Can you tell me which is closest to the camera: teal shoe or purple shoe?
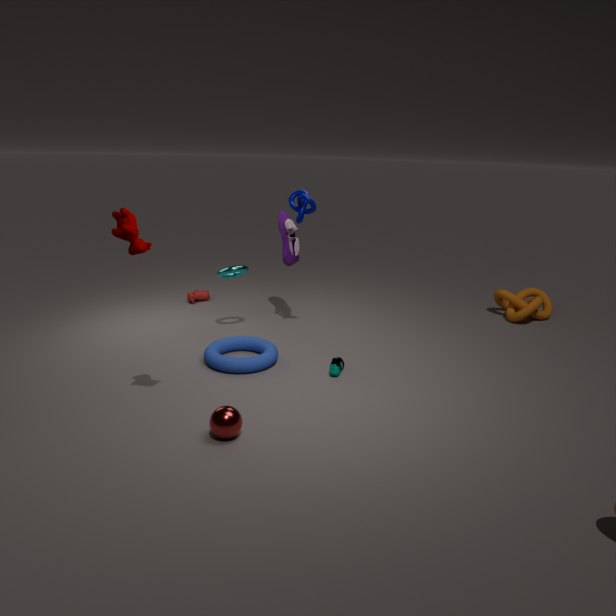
teal shoe
